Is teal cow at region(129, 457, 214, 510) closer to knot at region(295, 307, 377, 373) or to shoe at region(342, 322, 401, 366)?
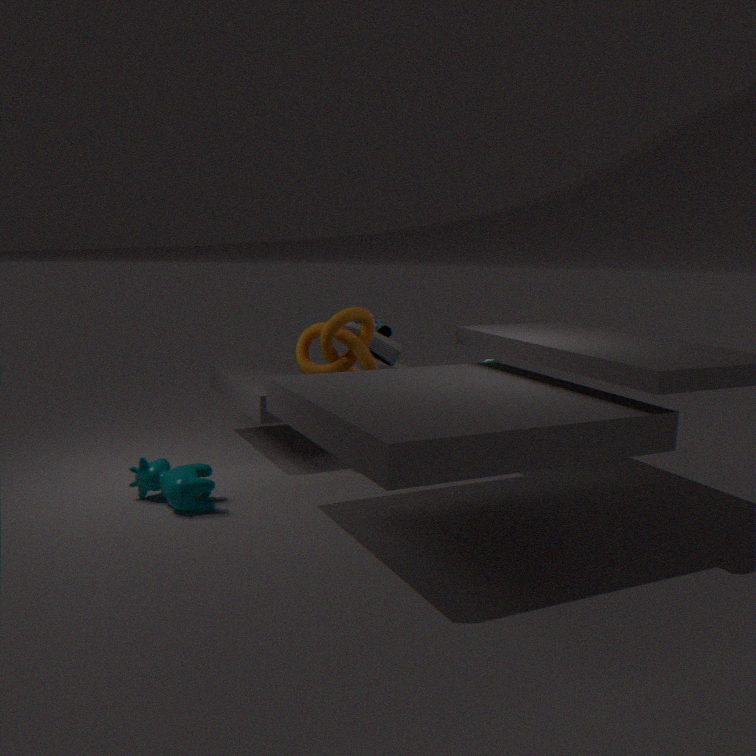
knot at region(295, 307, 377, 373)
